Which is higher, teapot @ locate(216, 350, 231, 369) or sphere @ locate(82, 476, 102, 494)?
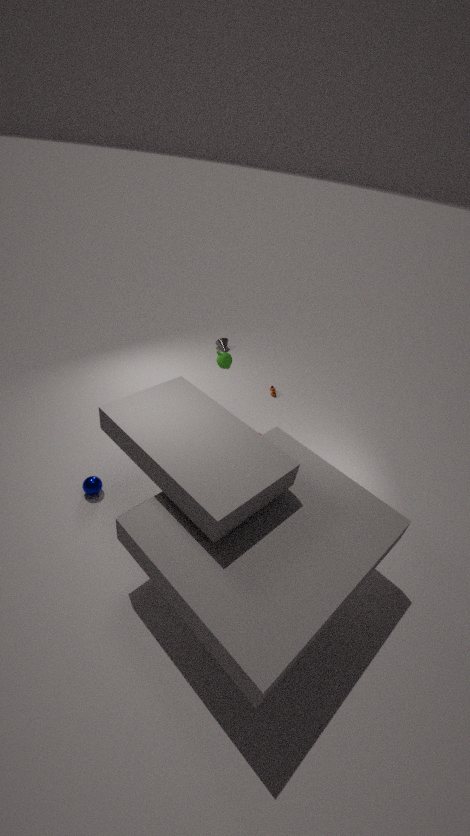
teapot @ locate(216, 350, 231, 369)
